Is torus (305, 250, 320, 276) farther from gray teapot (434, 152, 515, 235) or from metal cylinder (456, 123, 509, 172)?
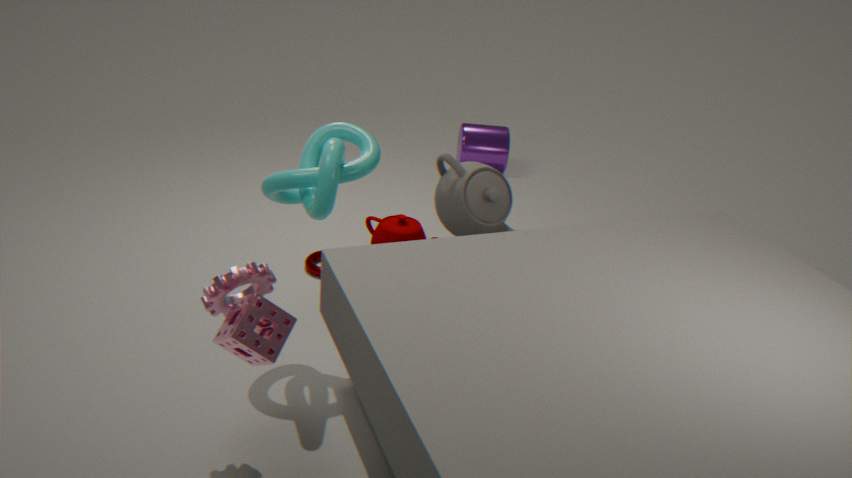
metal cylinder (456, 123, 509, 172)
